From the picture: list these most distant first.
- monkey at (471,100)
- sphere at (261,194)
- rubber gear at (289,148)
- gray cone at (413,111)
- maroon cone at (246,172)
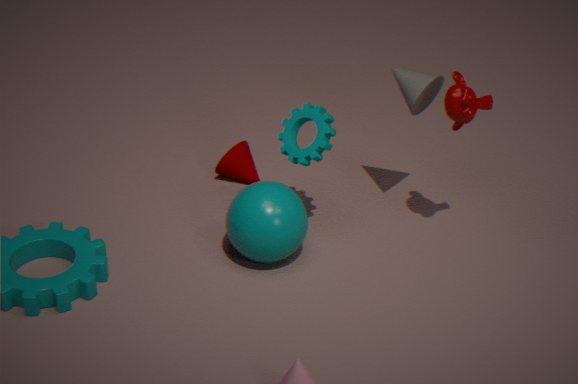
maroon cone at (246,172)
gray cone at (413,111)
rubber gear at (289,148)
sphere at (261,194)
monkey at (471,100)
